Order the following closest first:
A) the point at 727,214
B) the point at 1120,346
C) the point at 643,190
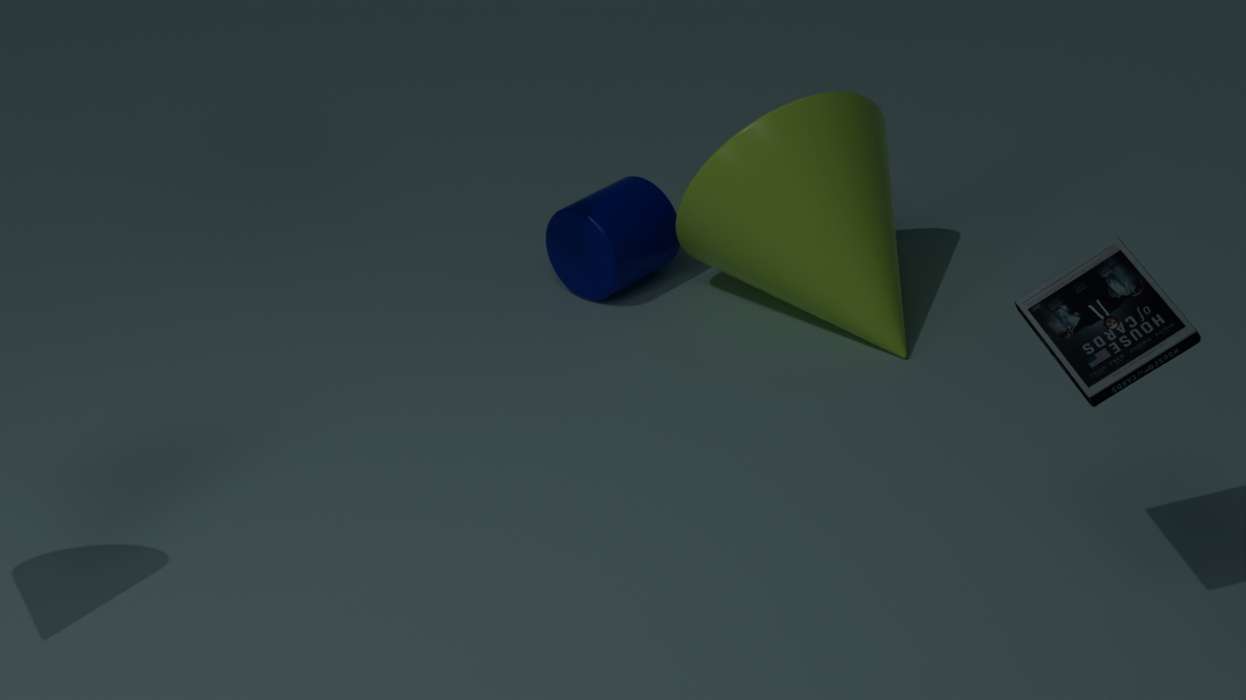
the point at 1120,346, the point at 727,214, the point at 643,190
